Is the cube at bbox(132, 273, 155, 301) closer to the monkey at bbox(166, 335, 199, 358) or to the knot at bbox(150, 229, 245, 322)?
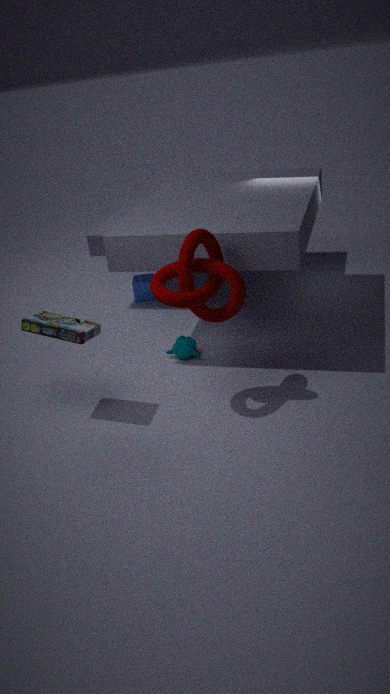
the monkey at bbox(166, 335, 199, 358)
